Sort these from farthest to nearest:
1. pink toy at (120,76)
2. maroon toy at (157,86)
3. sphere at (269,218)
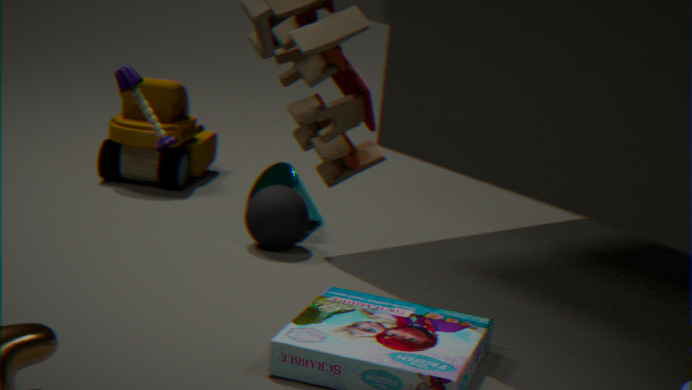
1. maroon toy at (157,86)
2. sphere at (269,218)
3. pink toy at (120,76)
